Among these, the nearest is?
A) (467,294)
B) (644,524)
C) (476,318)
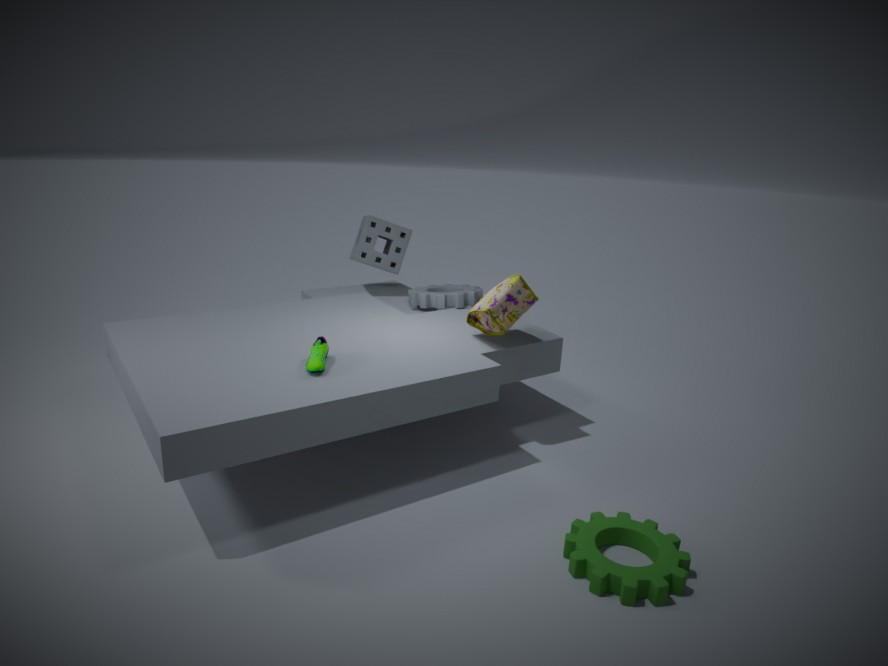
(644,524)
